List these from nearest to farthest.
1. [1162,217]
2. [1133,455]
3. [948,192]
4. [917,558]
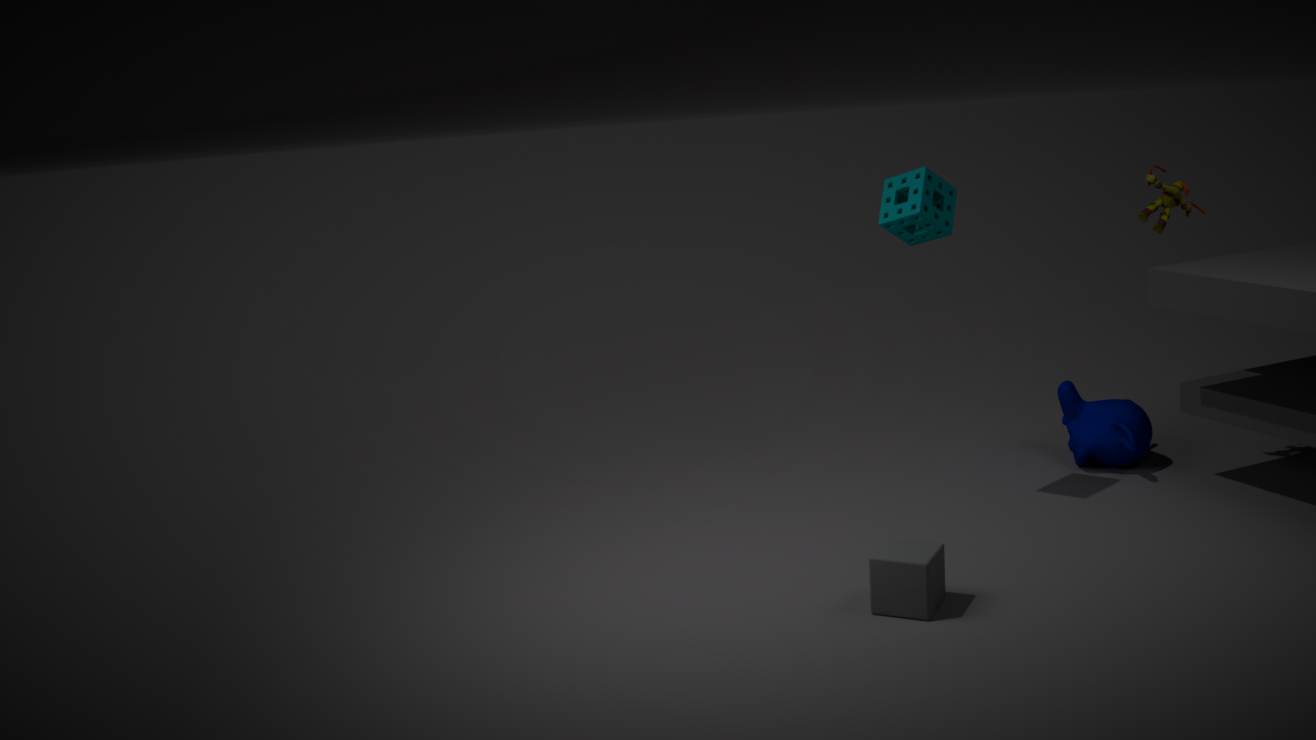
[917,558]
[948,192]
[1162,217]
[1133,455]
